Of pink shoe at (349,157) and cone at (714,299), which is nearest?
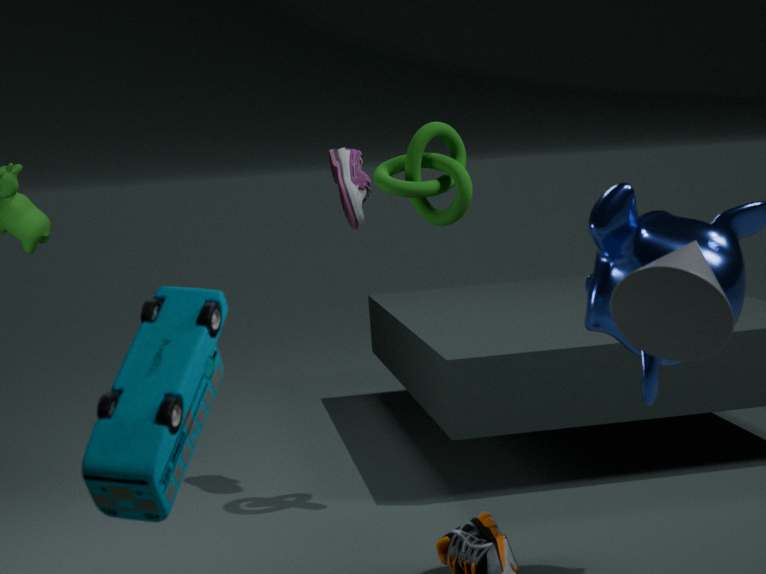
cone at (714,299)
